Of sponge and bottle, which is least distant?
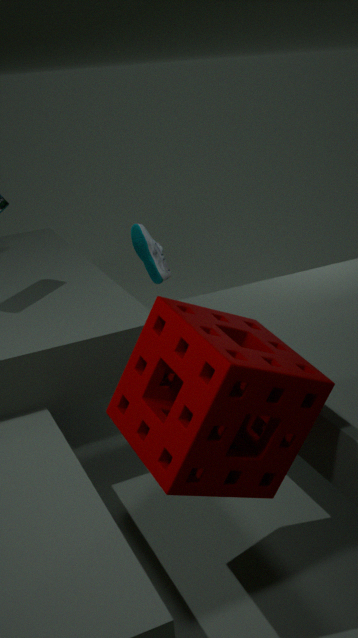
sponge
